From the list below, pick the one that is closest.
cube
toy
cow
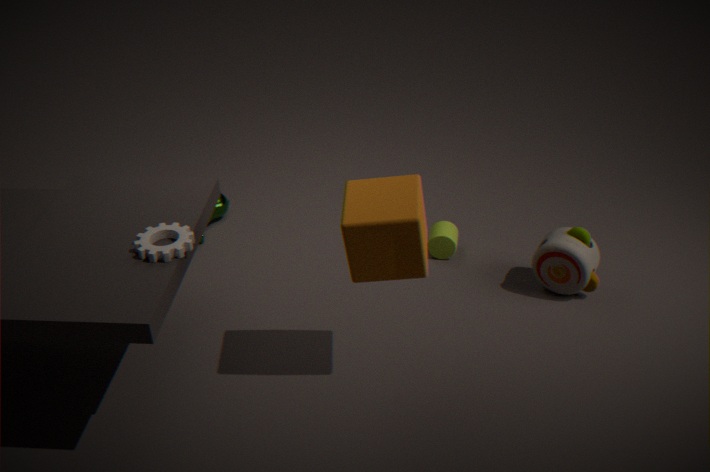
cube
